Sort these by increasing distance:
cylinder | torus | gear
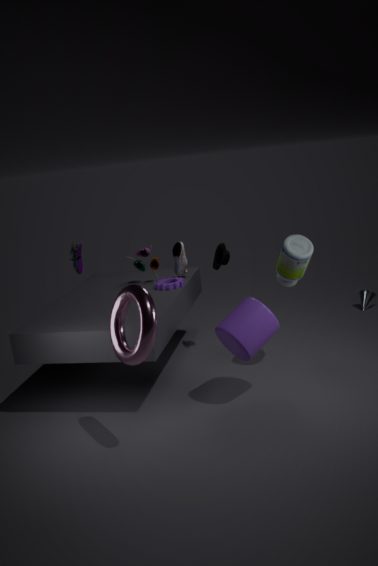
torus
cylinder
gear
